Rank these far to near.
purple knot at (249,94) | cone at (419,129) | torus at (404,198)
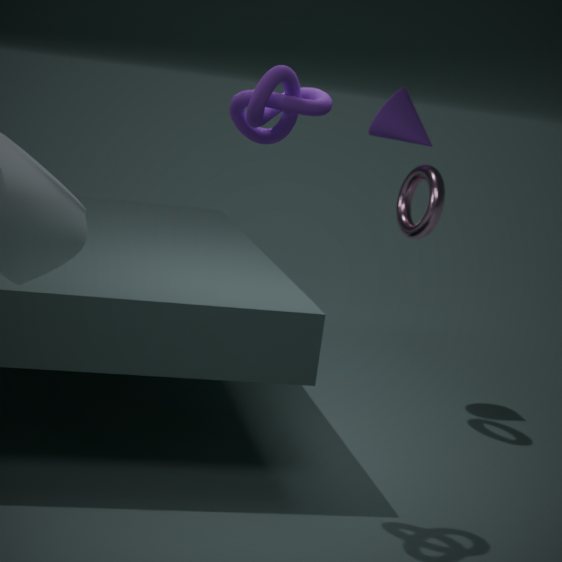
cone at (419,129) < torus at (404,198) < purple knot at (249,94)
